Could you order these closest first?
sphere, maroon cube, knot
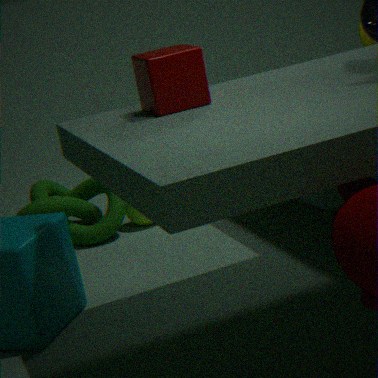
maroon cube
knot
sphere
